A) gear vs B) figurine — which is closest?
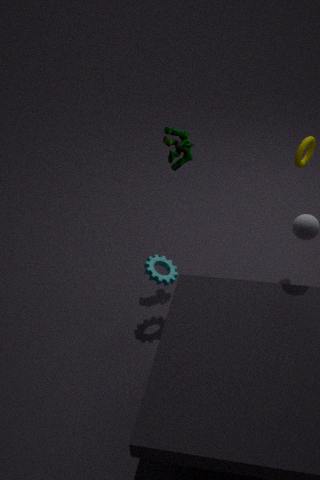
A. gear
